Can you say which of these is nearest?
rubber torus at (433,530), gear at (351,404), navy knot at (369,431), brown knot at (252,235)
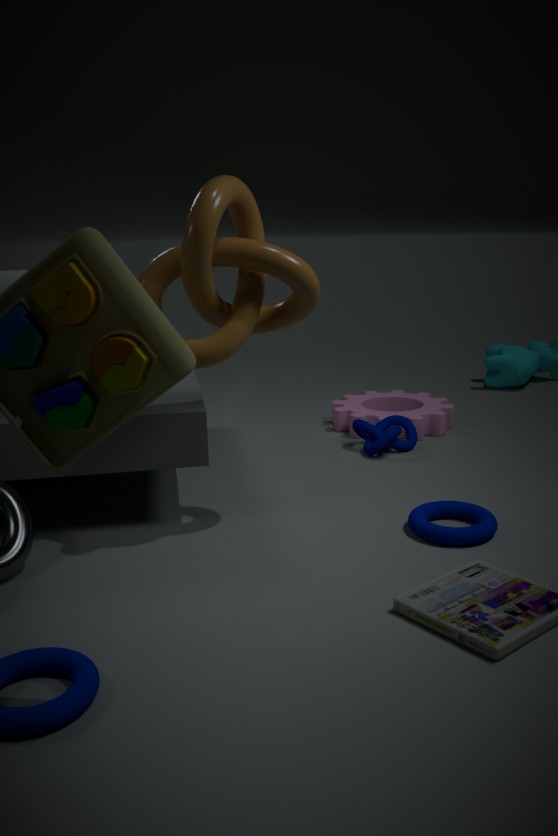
brown knot at (252,235)
